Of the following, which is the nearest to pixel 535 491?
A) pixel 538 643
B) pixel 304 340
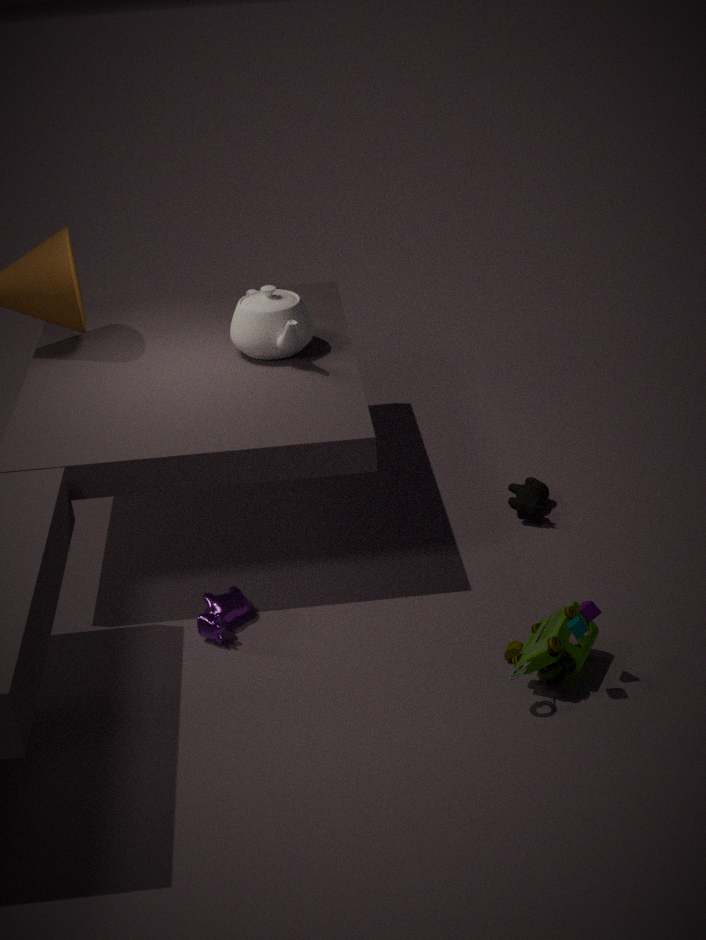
pixel 538 643
